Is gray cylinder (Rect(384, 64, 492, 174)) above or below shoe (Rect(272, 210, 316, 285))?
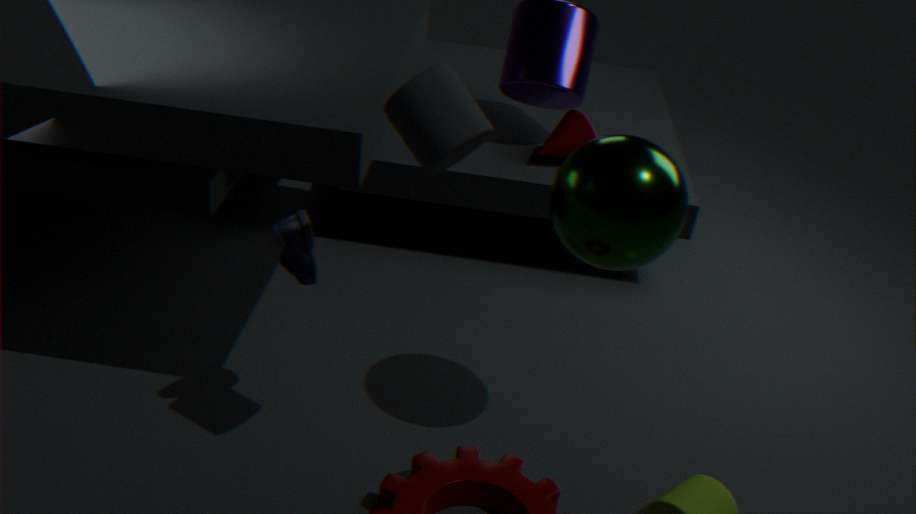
above
